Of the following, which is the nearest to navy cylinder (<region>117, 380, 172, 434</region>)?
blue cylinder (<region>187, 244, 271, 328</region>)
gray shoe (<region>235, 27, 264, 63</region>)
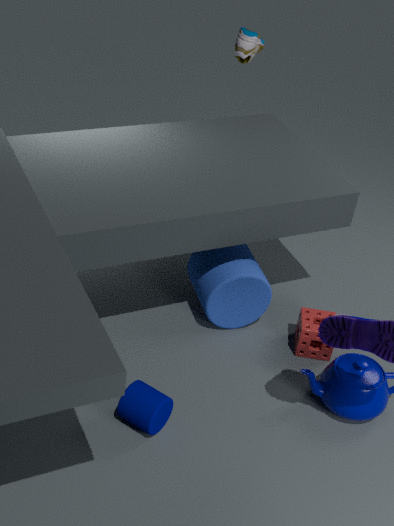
blue cylinder (<region>187, 244, 271, 328</region>)
